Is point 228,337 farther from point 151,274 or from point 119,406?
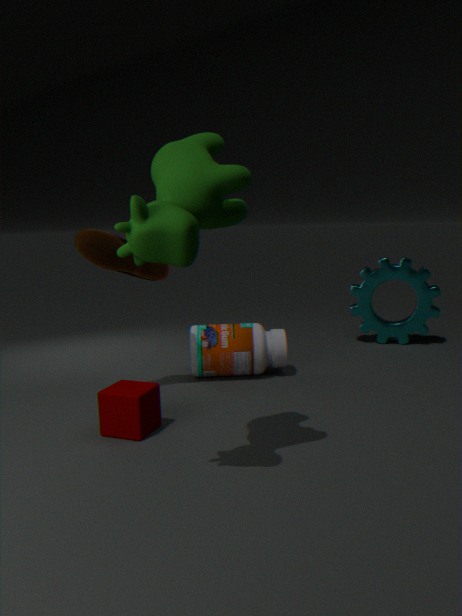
point 119,406
